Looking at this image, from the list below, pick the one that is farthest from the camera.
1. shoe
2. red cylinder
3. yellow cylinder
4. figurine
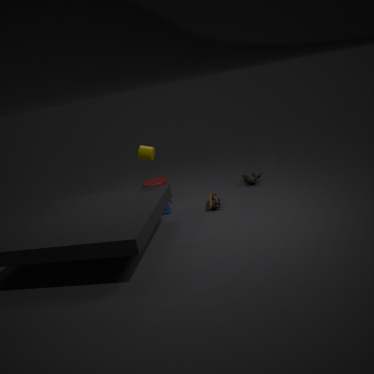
figurine
